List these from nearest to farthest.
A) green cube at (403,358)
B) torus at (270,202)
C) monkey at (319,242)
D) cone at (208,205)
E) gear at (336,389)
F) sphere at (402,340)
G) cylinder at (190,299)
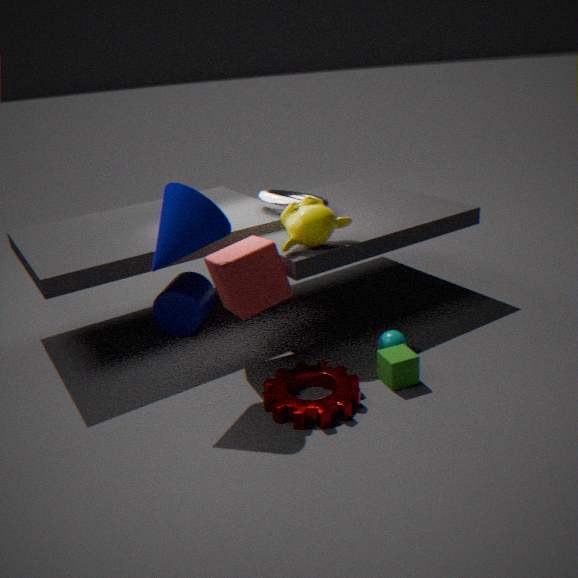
cone at (208,205) < gear at (336,389) < green cube at (403,358) < monkey at (319,242) < sphere at (402,340) < cylinder at (190,299) < torus at (270,202)
